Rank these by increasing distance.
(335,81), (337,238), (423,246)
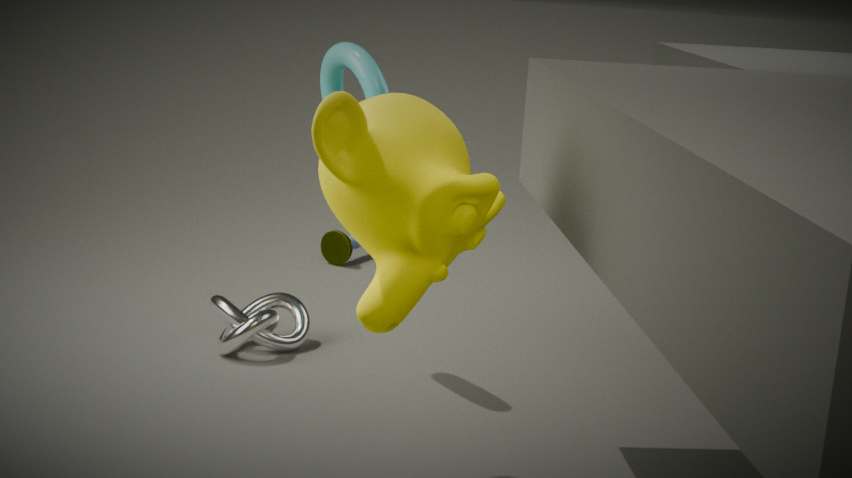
(423,246)
(335,81)
(337,238)
